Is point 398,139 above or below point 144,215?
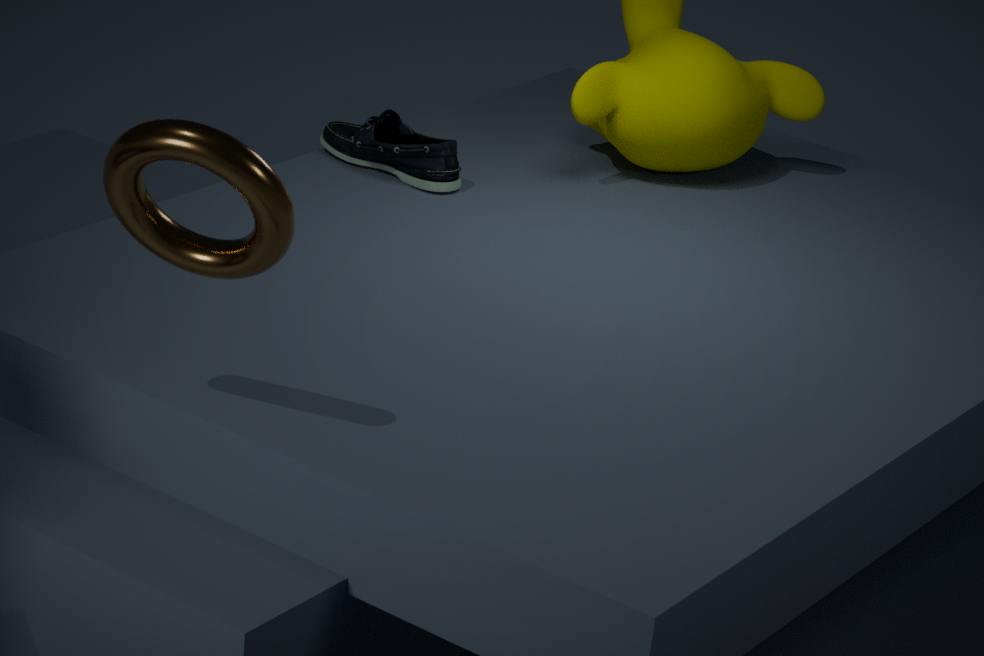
below
